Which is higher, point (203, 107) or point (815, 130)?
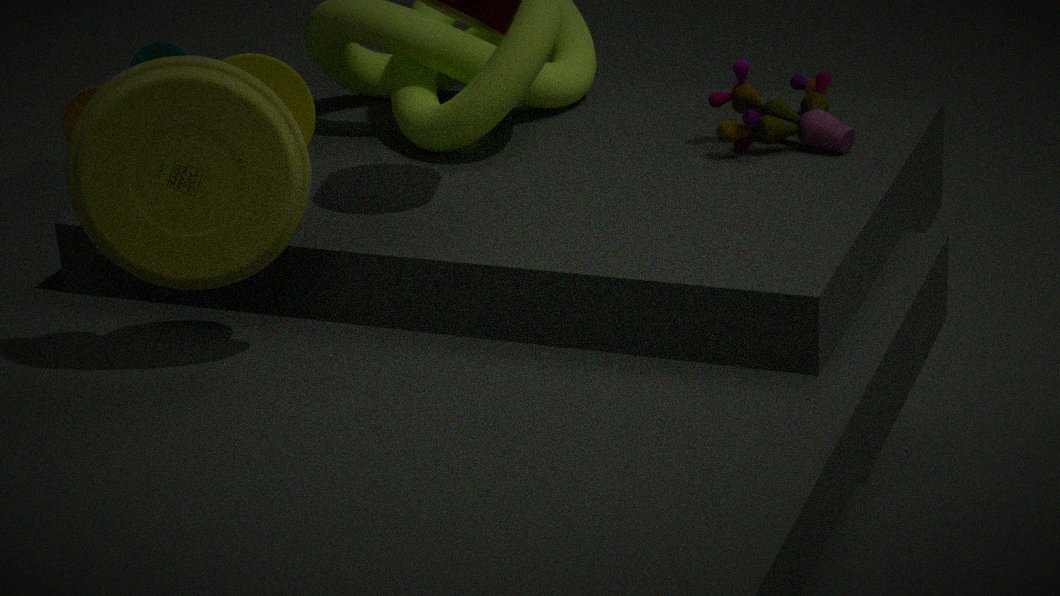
point (203, 107)
